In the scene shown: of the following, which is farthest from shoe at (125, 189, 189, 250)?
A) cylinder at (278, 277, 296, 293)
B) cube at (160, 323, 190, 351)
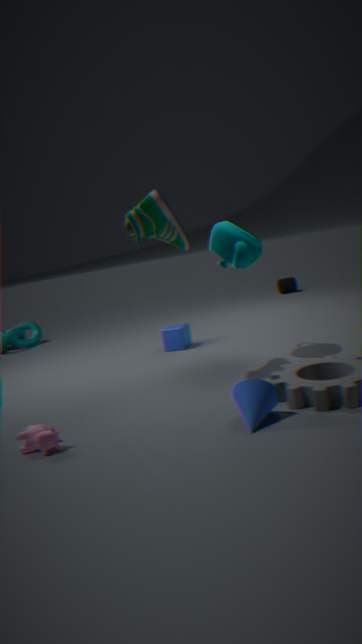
cylinder at (278, 277, 296, 293)
